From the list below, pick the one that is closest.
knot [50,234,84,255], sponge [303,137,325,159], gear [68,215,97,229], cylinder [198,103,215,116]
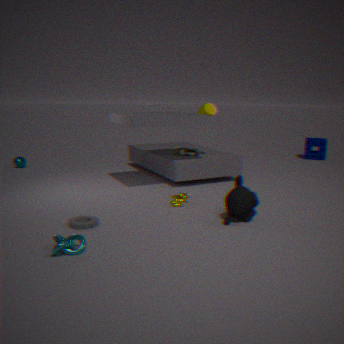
knot [50,234,84,255]
